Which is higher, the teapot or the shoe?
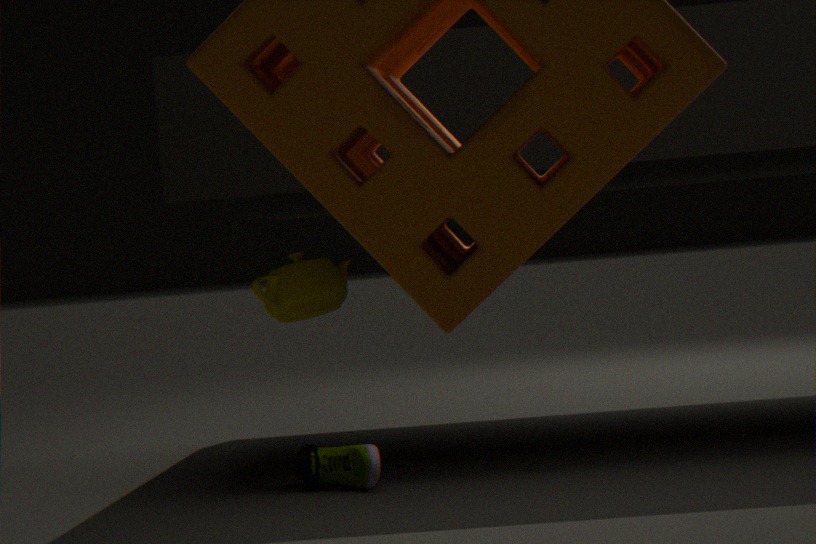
the teapot
